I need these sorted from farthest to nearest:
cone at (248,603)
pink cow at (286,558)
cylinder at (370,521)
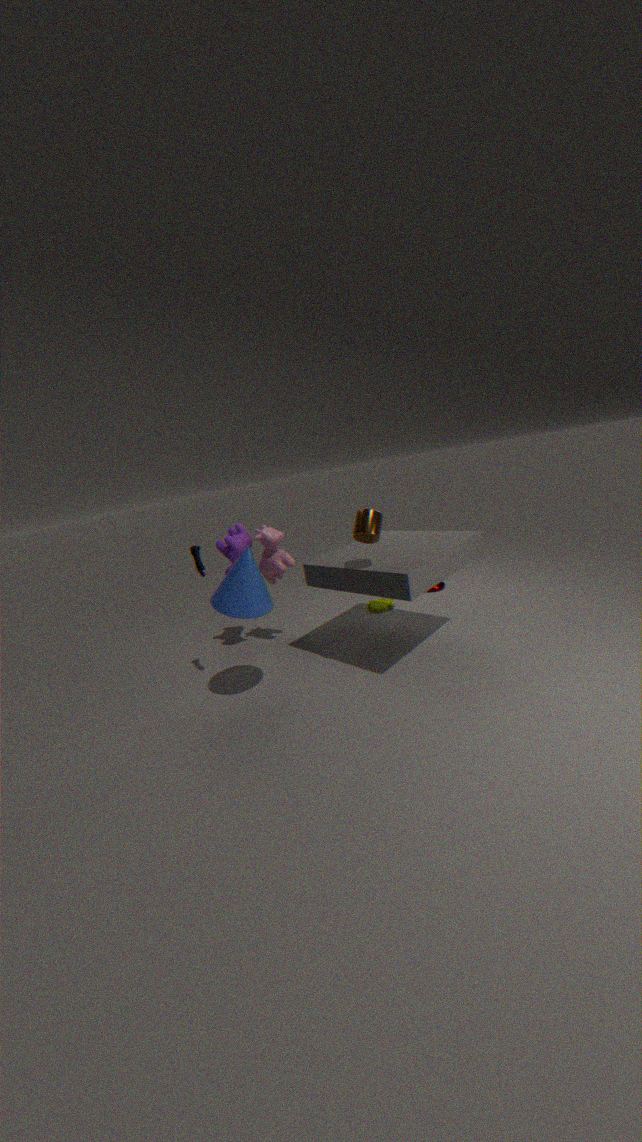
pink cow at (286,558) → cylinder at (370,521) → cone at (248,603)
